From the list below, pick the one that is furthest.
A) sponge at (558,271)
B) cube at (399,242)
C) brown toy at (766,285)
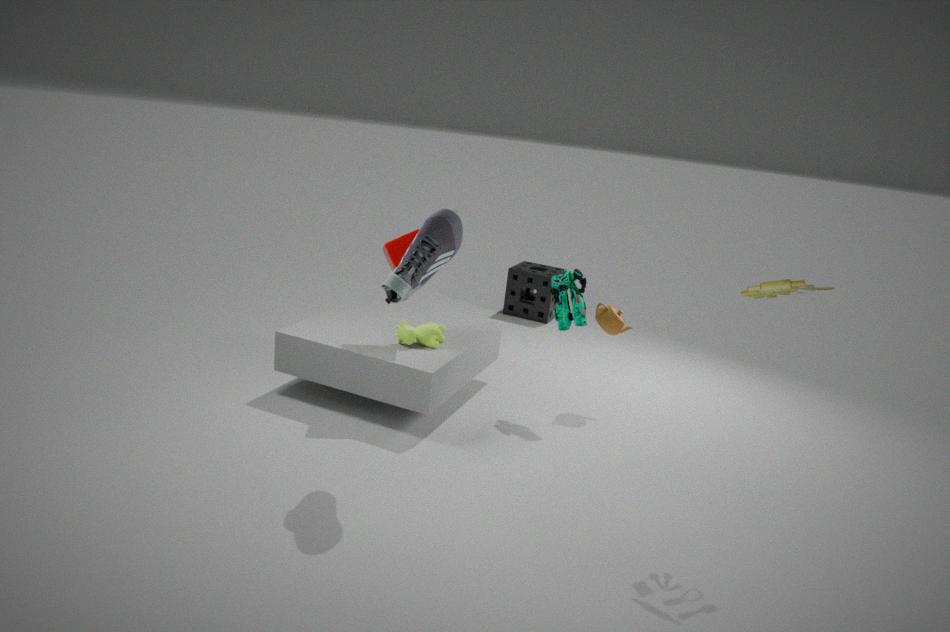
sponge at (558,271)
